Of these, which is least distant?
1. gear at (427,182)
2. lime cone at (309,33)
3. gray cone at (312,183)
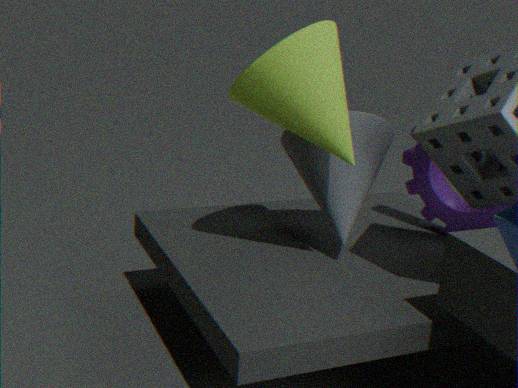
lime cone at (309,33)
